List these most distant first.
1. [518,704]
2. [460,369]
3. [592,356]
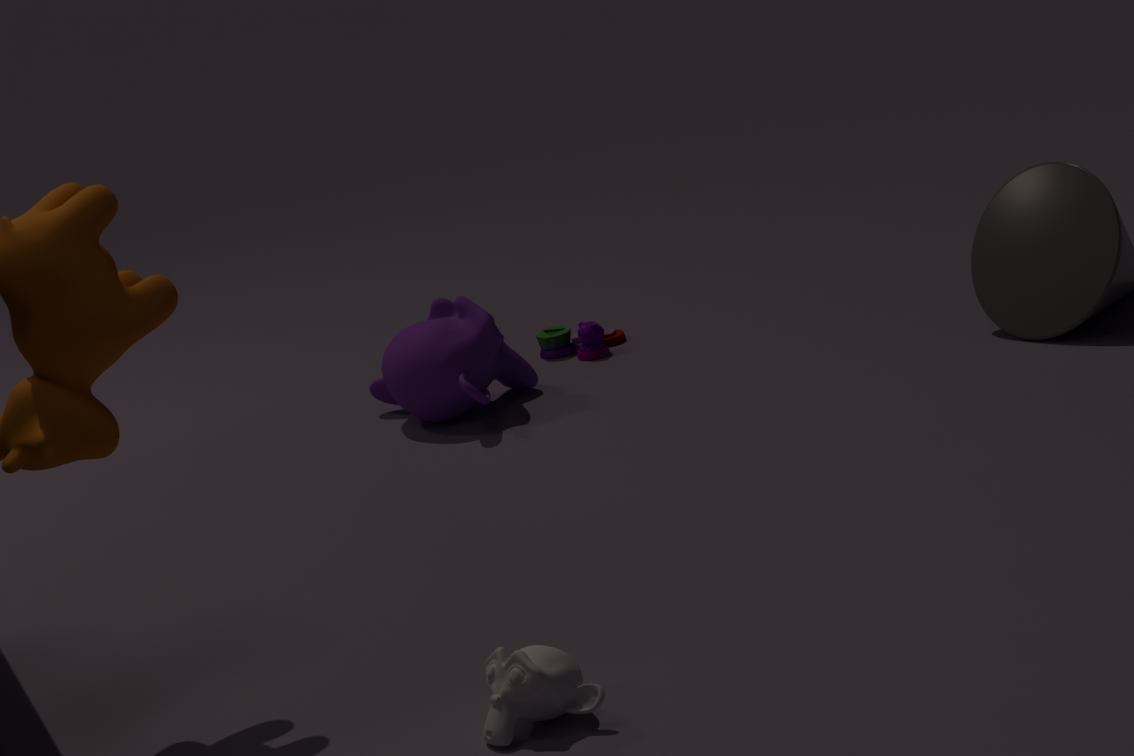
[592,356] < [460,369] < [518,704]
